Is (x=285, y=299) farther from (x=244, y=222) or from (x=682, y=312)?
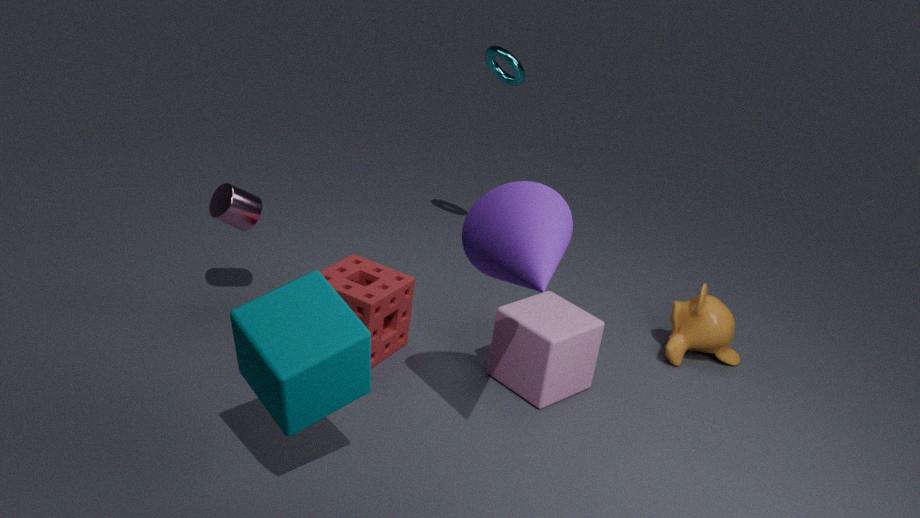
(x=682, y=312)
